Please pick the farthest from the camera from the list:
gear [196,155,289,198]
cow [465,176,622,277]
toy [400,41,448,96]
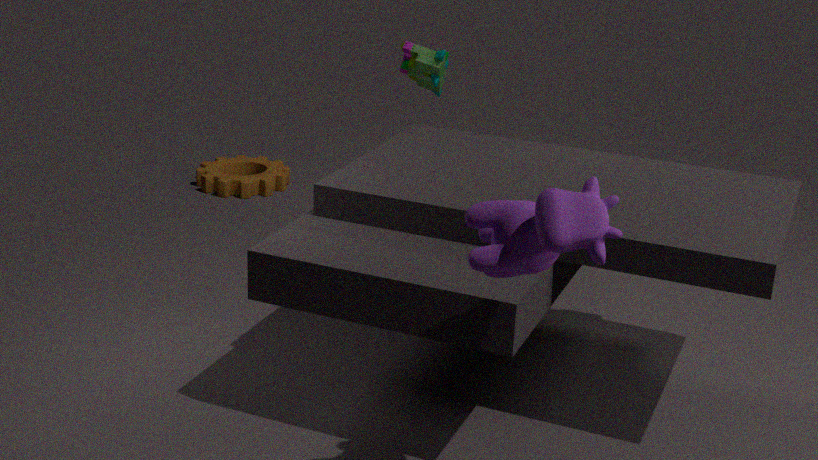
gear [196,155,289,198]
